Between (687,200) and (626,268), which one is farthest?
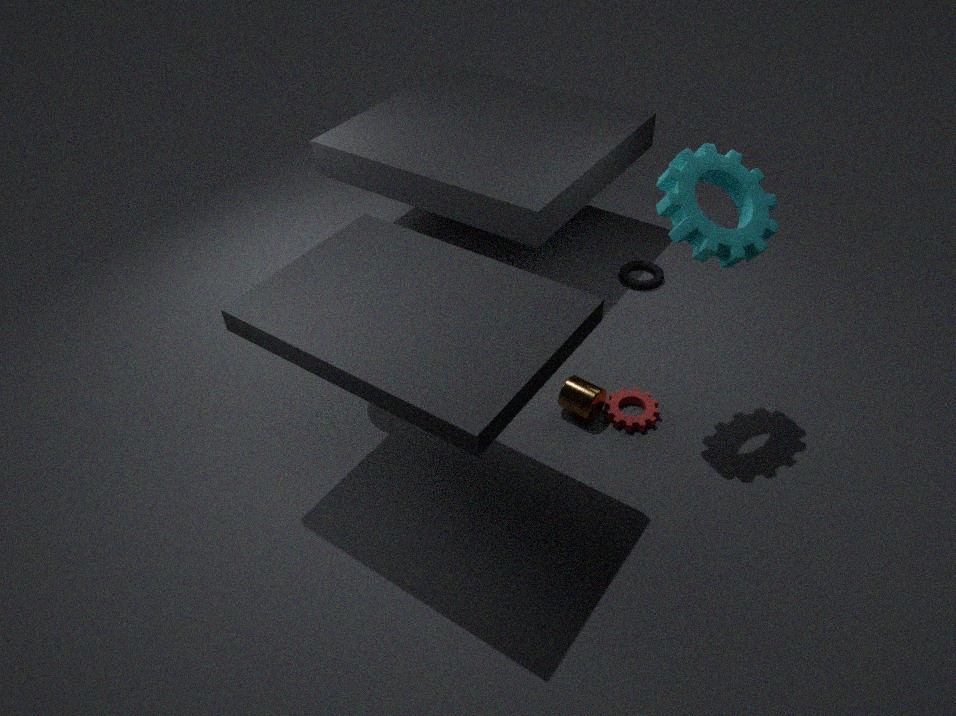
(626,268)
